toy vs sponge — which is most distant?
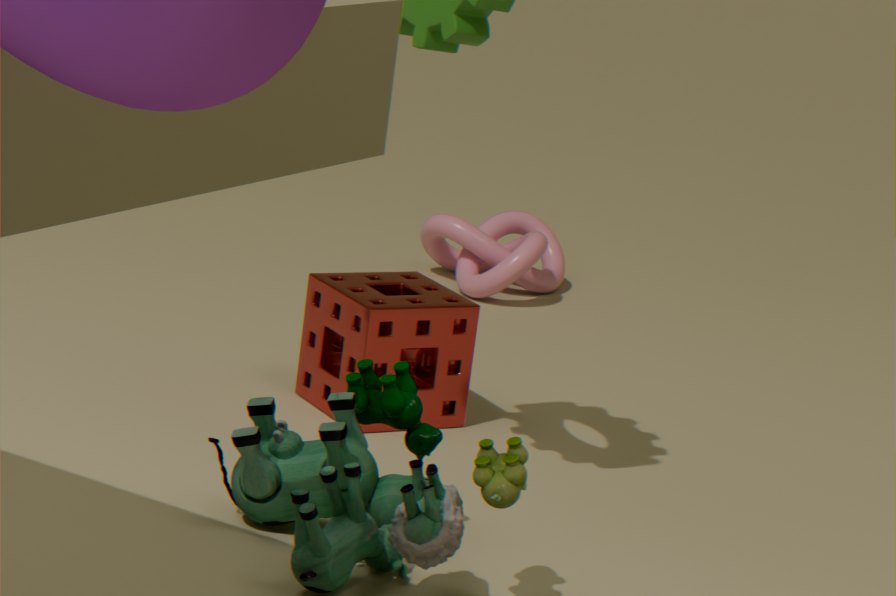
sponge
